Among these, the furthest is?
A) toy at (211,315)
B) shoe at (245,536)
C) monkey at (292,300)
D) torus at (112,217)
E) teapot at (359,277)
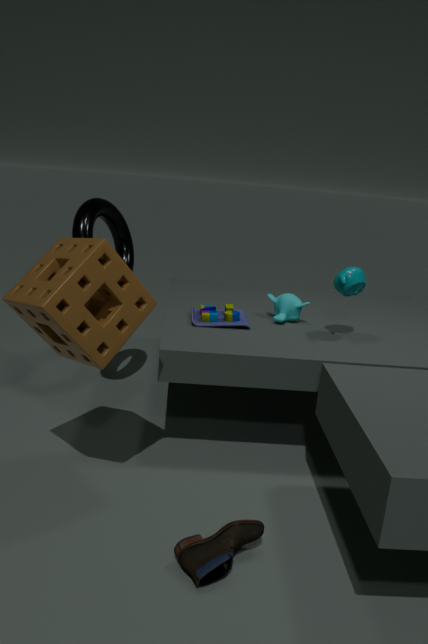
monkey at (292,300)
